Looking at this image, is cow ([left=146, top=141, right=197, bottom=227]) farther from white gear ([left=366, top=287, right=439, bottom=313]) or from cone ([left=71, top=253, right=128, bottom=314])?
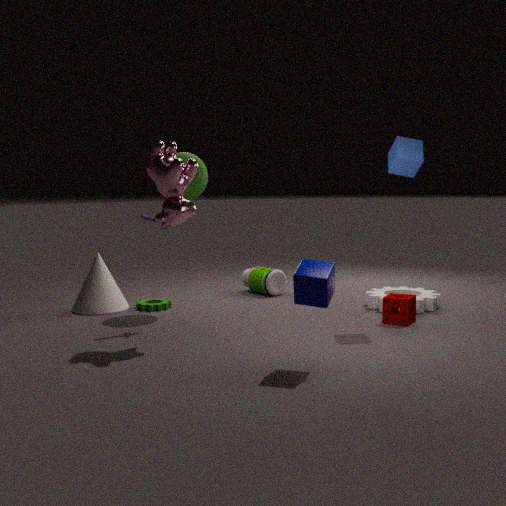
white gear ([left=366, top=287, right=439, bottom=313])
